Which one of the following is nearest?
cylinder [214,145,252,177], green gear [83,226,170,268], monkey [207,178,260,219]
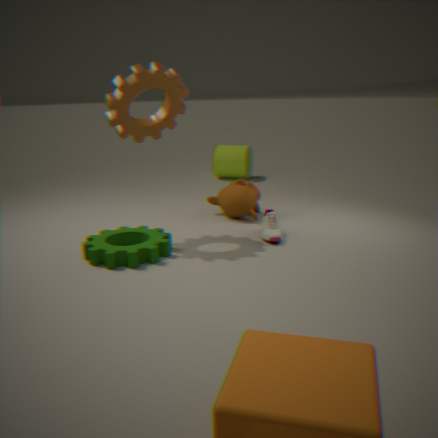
green gear [83,226,170,268]
